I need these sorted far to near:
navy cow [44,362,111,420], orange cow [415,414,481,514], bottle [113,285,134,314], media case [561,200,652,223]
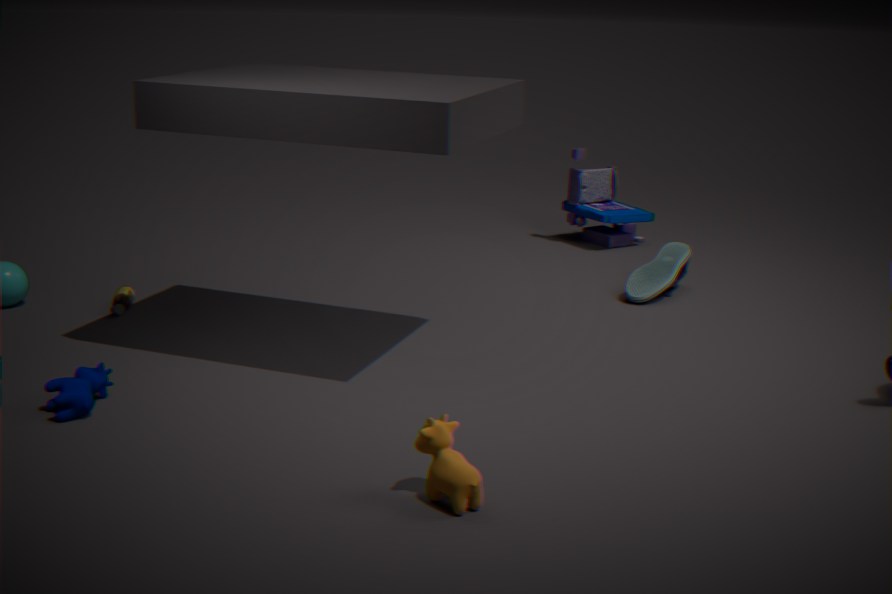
media case [561,200,652,223] → bottle [113,285,134,314] → navy cow [44,362,111,420] → orange cow [415,414,481,514]
